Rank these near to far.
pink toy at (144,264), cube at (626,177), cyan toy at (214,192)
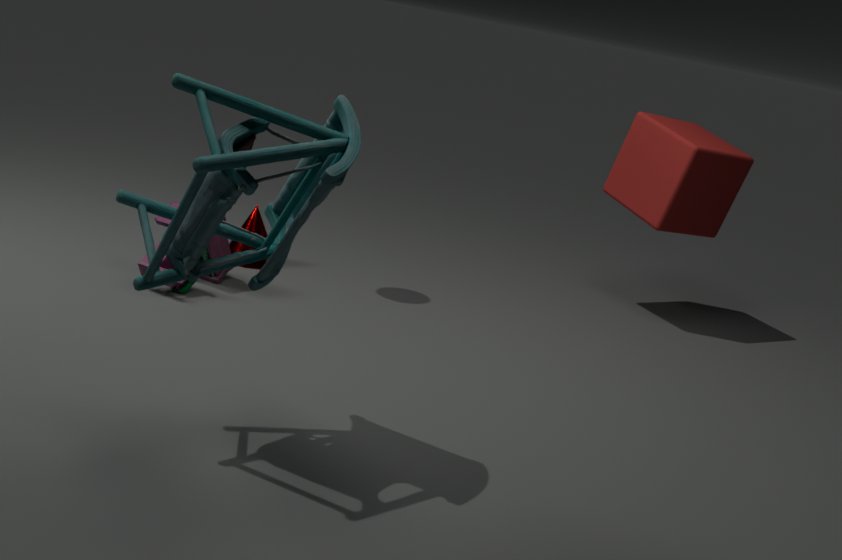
cyan toy at (214,192)
pink toy at (144,264)
cube at (626,177)
